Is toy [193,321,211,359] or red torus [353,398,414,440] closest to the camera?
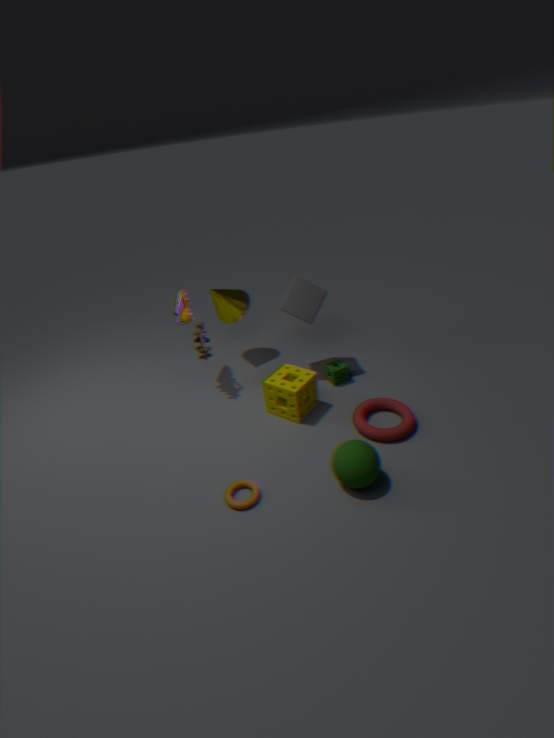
red torus [353,398,414,440]
